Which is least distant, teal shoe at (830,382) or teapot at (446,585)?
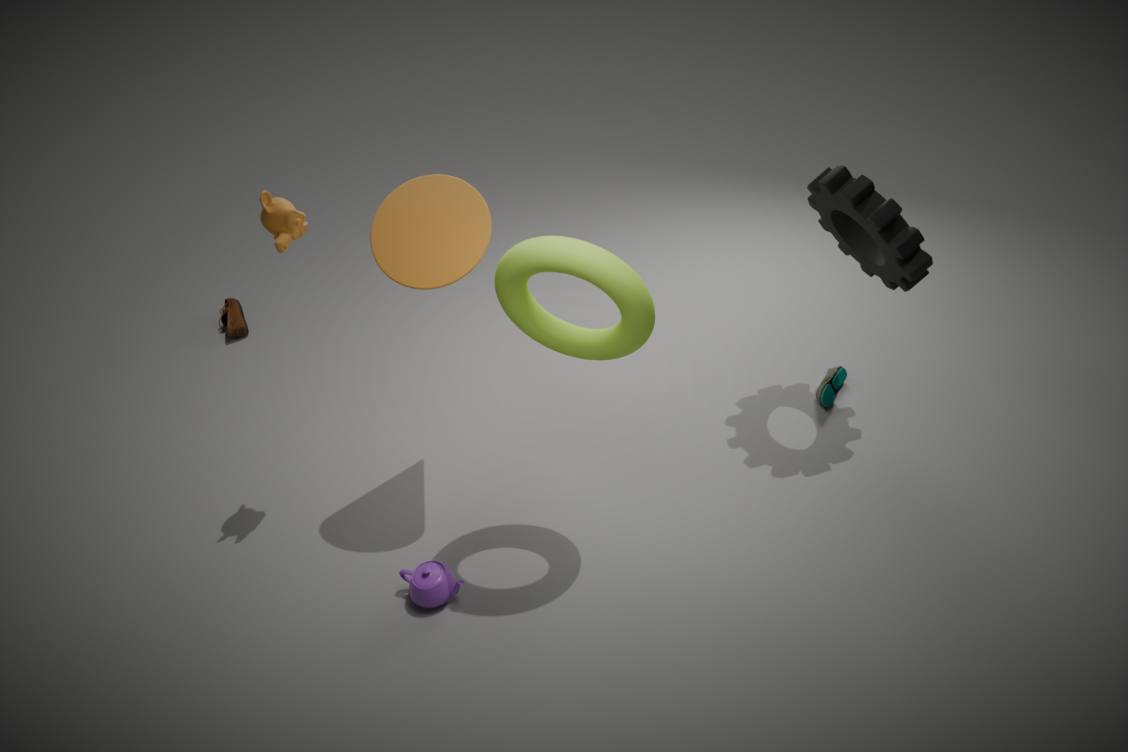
teapot at (446,585)
